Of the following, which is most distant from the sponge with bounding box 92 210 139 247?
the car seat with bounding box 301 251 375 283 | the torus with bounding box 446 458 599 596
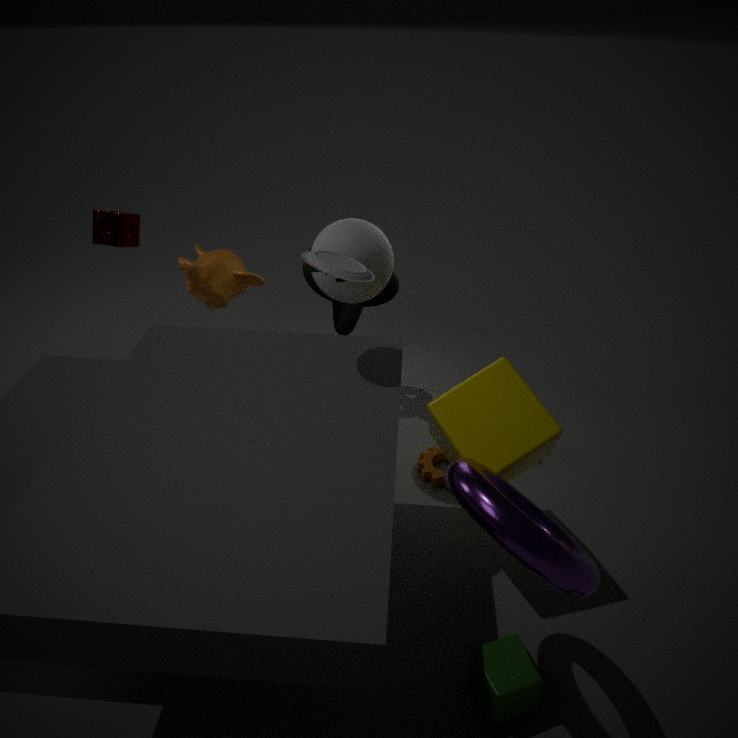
the torus with bounding box 446 458 599 596
